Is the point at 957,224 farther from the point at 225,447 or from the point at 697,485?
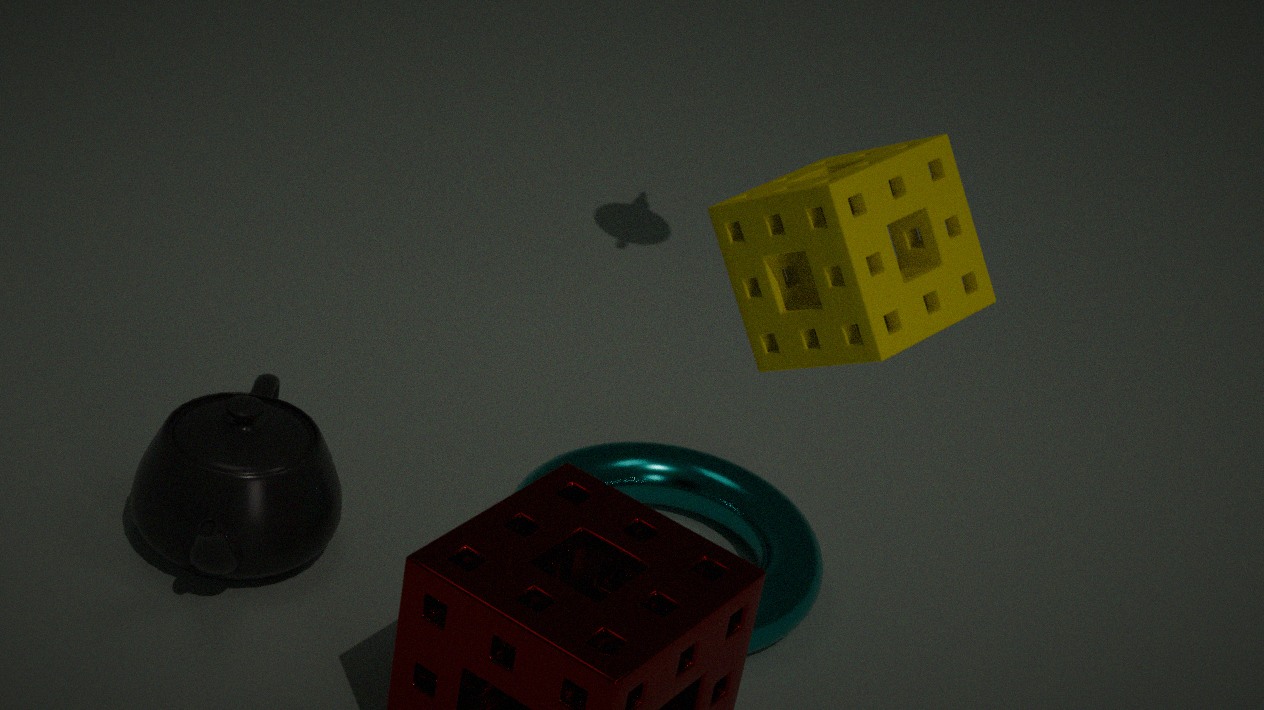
the point at 225,447
